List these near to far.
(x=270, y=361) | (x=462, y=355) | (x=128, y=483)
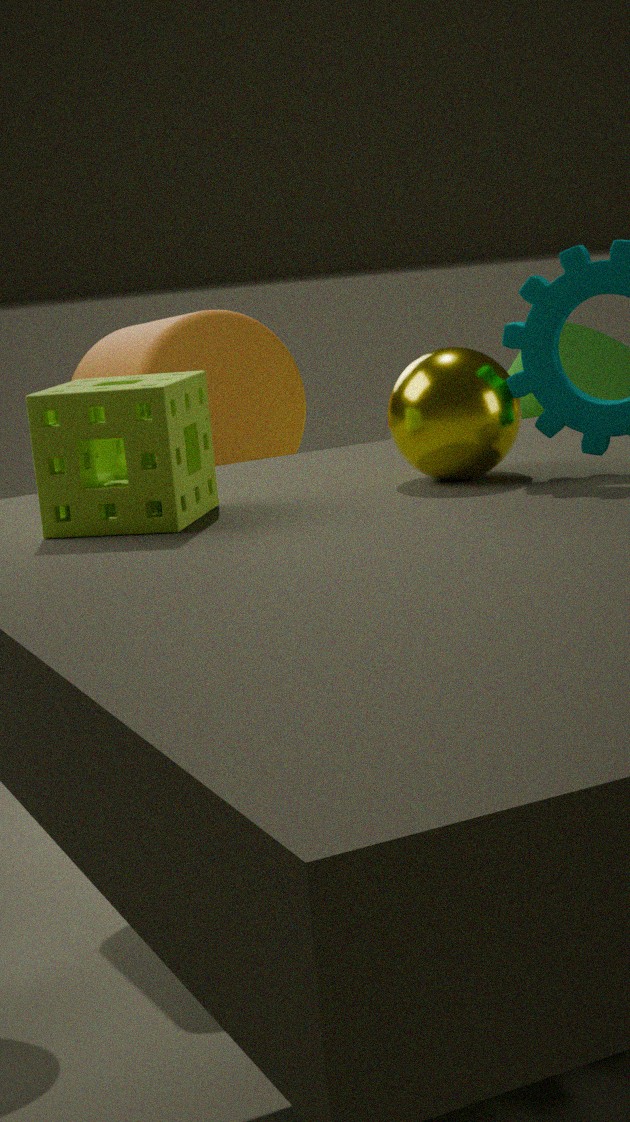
1. (x=128, y=483)
2. (x=462, y=355)
3. (x=270, y=361)
